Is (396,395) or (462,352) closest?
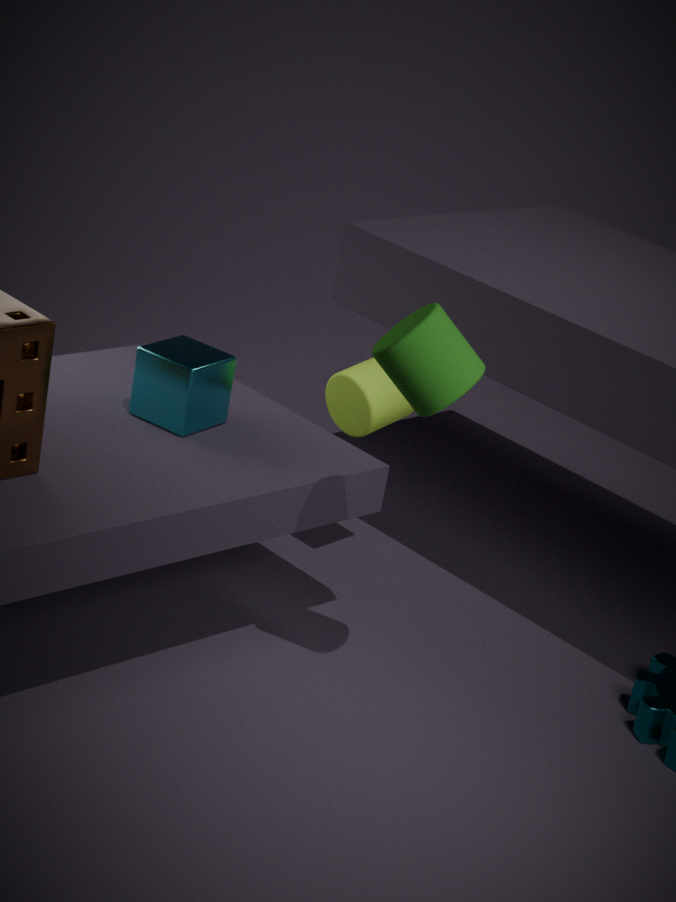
(462,352)
